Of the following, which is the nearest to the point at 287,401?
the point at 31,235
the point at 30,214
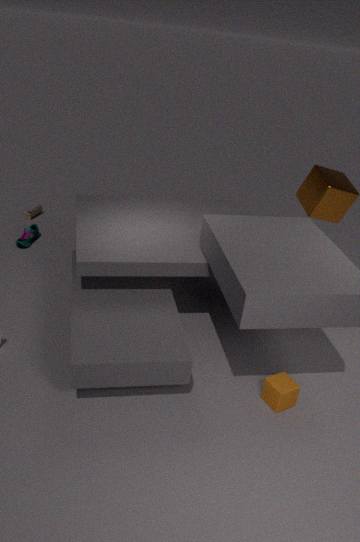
the point at 31,235
